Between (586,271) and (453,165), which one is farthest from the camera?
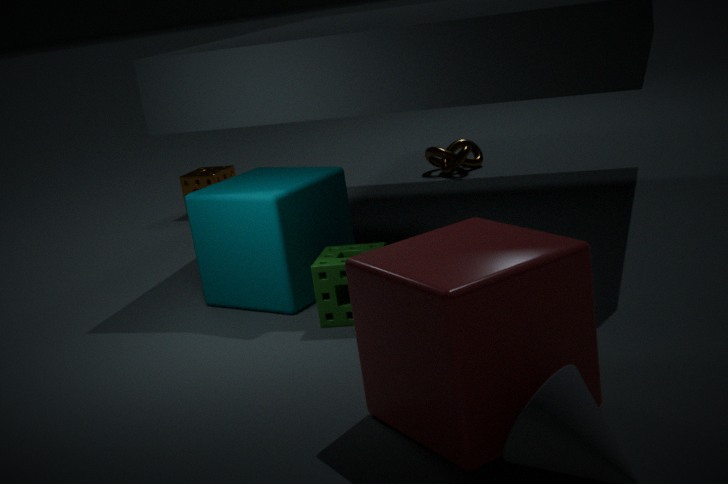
(453,165)
